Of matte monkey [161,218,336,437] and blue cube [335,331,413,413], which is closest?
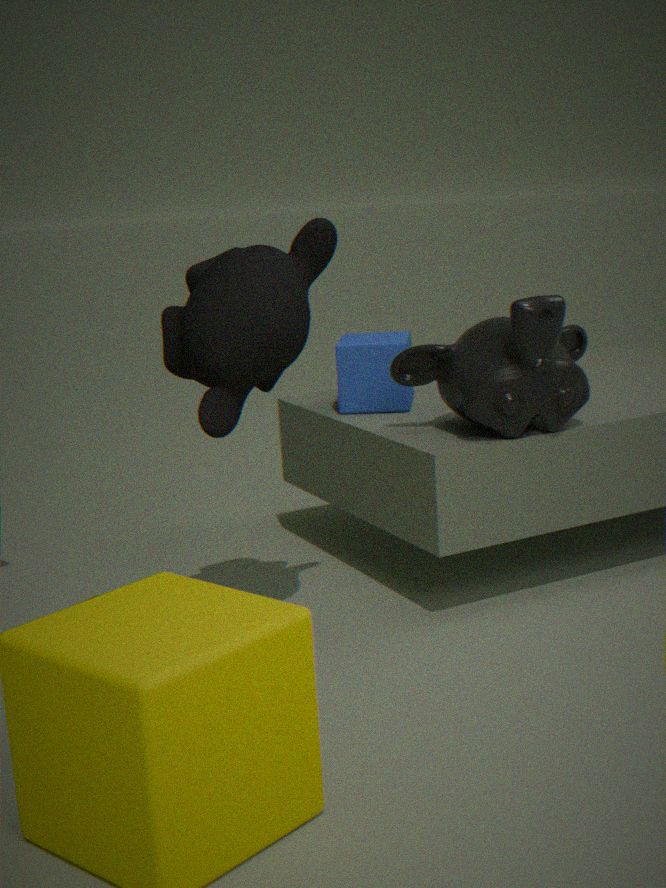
matte monkey [161,218,336,437]
